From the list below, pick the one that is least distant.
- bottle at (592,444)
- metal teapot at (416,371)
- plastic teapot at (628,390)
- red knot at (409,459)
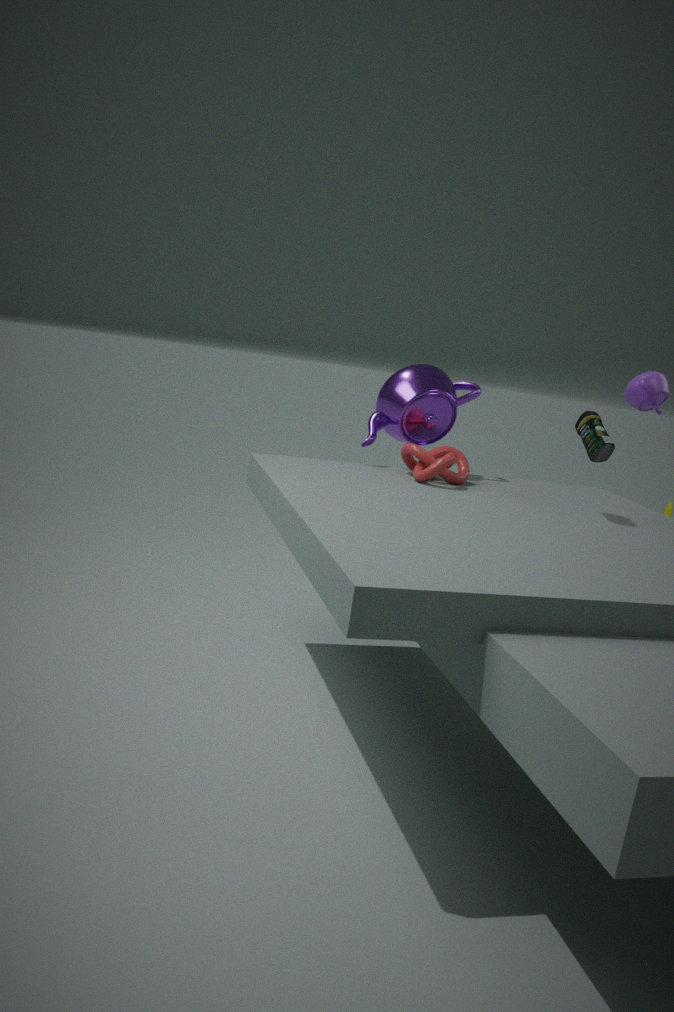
bottle at (592,444)
